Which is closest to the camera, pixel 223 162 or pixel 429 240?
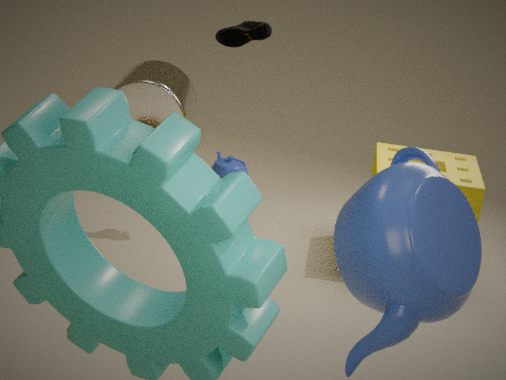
pixel 429 240
